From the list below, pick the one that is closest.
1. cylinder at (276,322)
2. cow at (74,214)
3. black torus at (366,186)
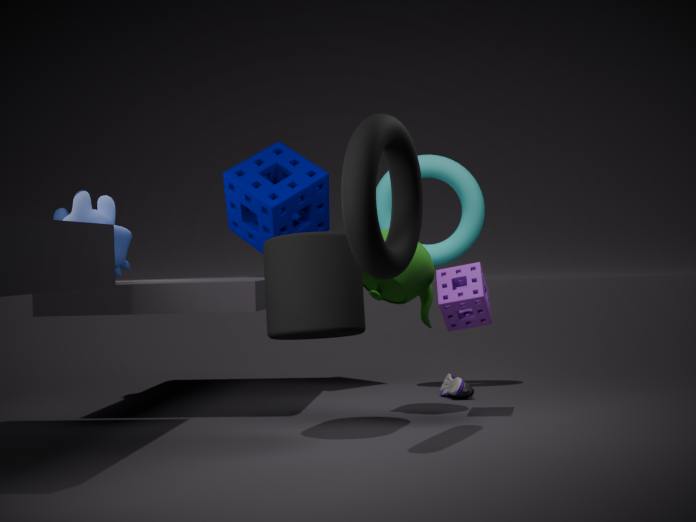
black torus at (366,186)
